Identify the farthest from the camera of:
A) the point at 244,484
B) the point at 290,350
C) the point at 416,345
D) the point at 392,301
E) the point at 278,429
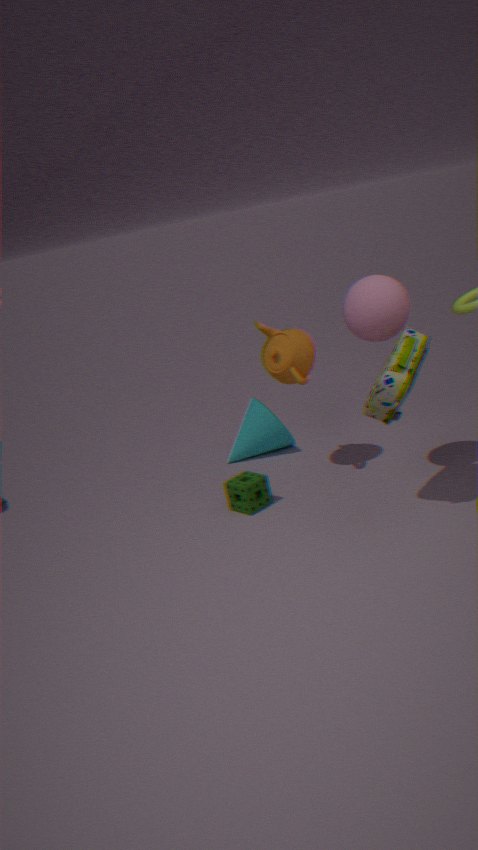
the point at 278,429
